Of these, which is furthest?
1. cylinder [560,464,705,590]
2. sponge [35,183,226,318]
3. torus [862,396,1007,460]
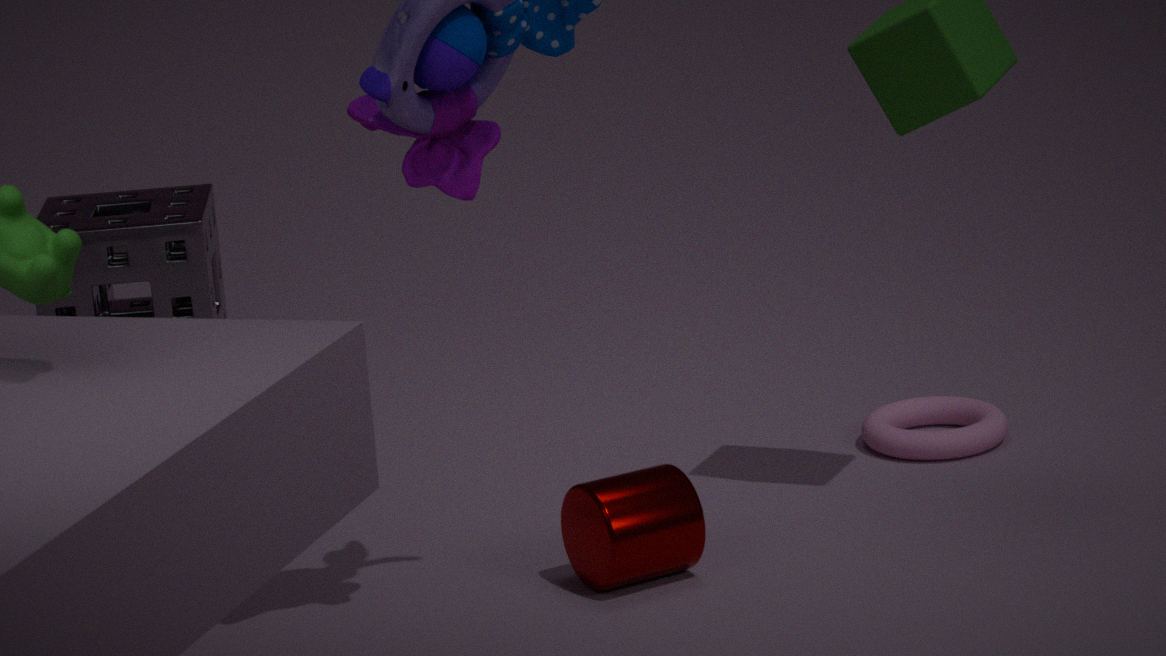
sponge [35,183,226,318]
